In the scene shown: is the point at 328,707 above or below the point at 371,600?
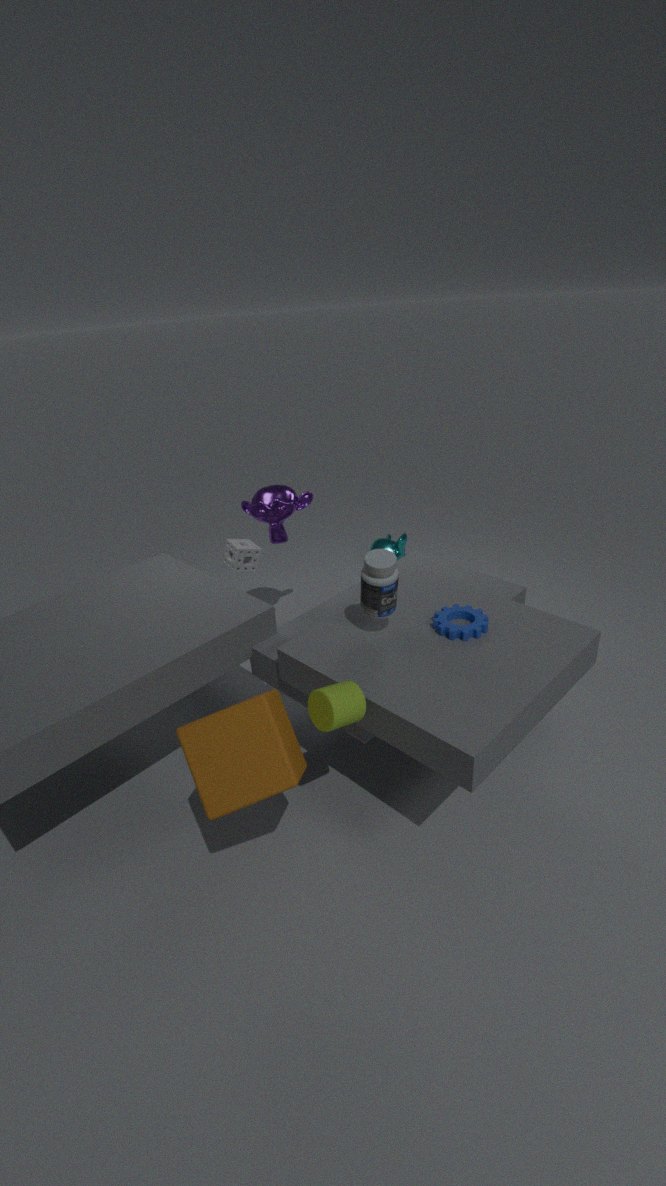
below
